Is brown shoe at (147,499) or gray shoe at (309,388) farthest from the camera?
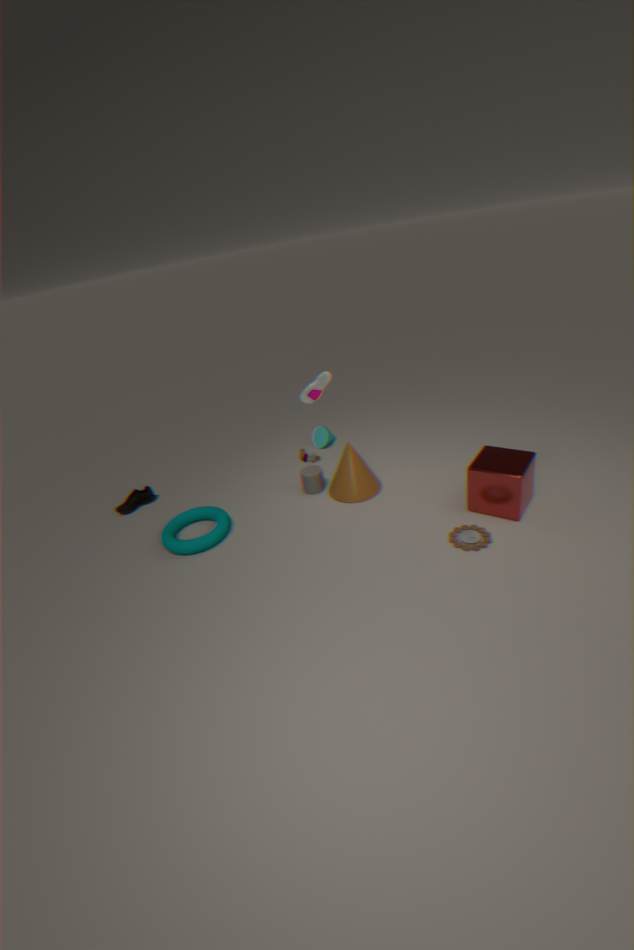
brown shoe at (147,499)
